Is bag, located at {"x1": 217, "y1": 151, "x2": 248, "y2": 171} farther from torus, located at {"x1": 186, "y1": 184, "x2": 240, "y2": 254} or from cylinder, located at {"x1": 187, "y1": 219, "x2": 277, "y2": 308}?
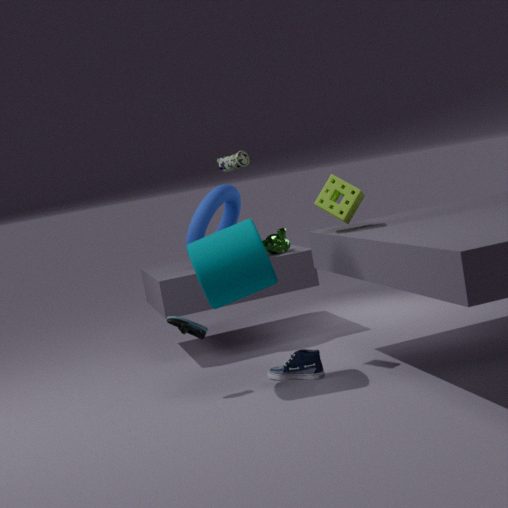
torus, located at {"x1": 186, "y1": 184, "x2": 240, "y2": 254}
